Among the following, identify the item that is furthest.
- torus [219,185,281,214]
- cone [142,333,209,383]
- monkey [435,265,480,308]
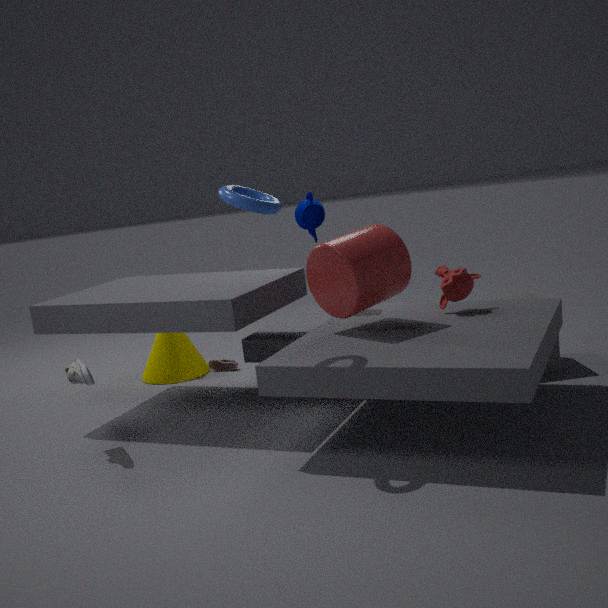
cone [142,333,209,383]
